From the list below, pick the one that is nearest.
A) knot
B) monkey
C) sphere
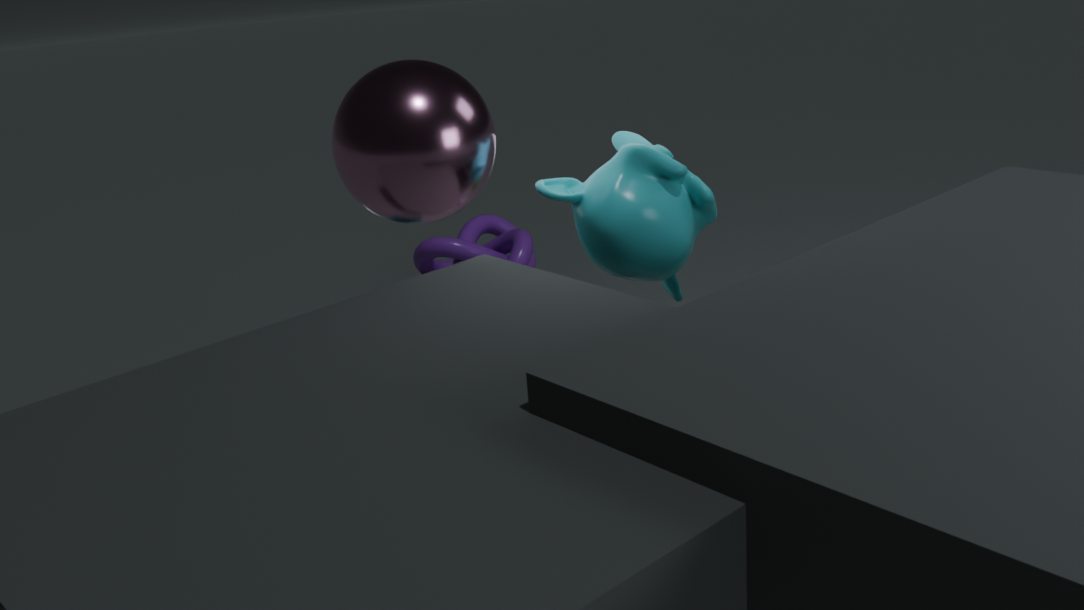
sphere
